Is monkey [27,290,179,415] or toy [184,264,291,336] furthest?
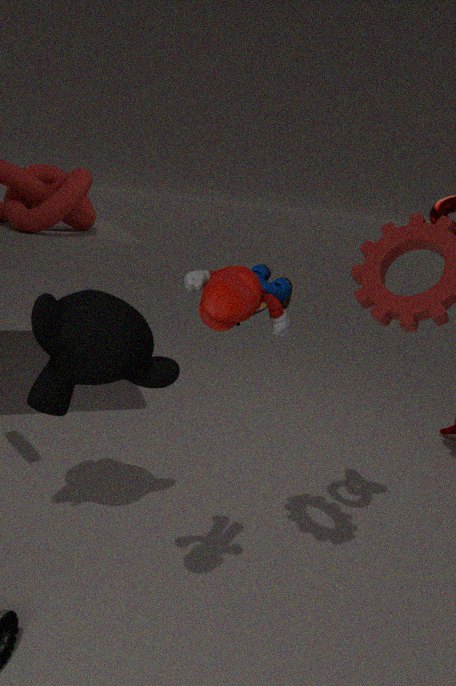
monkey [27,290,179,415]
